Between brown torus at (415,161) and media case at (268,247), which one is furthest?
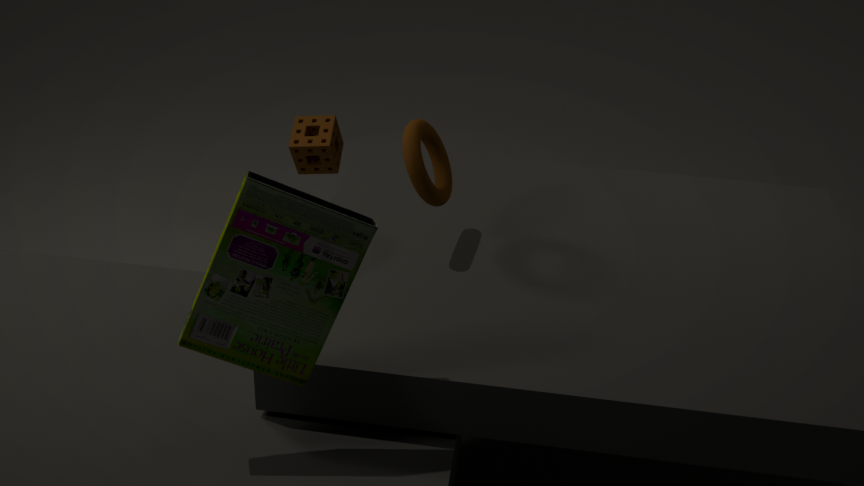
→ brown torus at (415,161)
